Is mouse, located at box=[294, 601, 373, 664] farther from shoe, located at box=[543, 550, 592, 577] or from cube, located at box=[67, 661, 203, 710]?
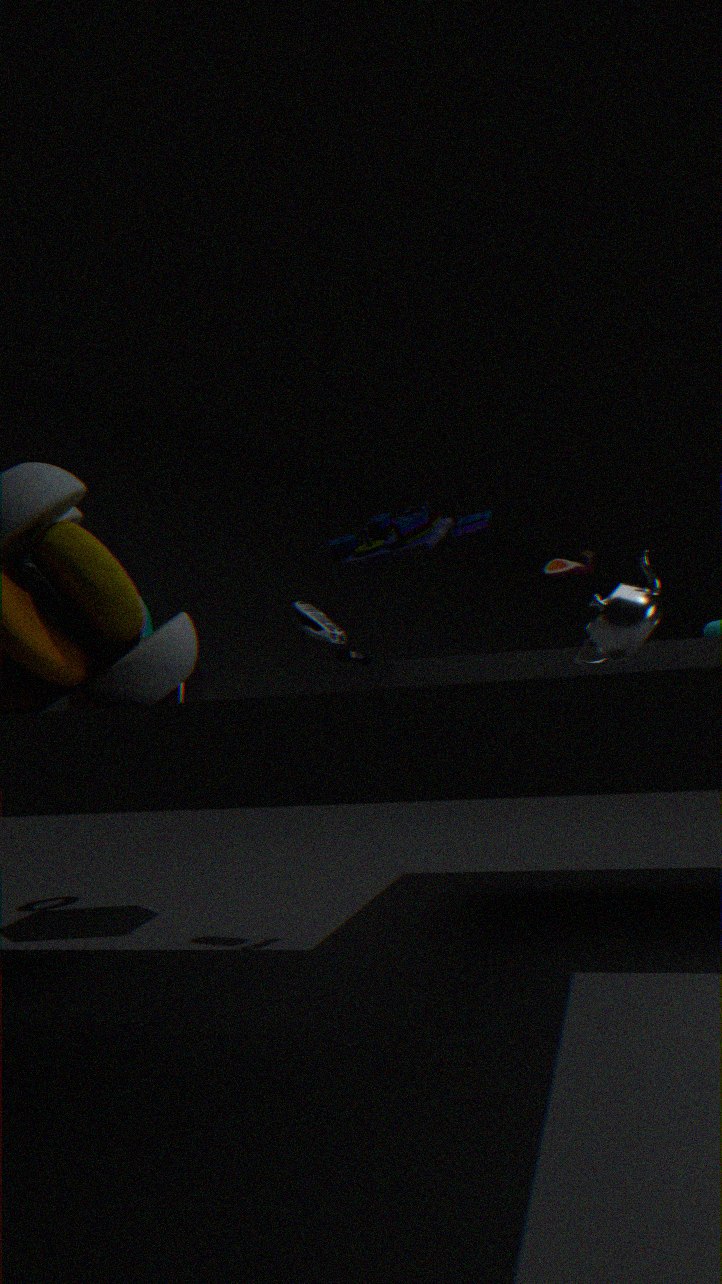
shoe, located at box=[543, 550, 592, 577]
